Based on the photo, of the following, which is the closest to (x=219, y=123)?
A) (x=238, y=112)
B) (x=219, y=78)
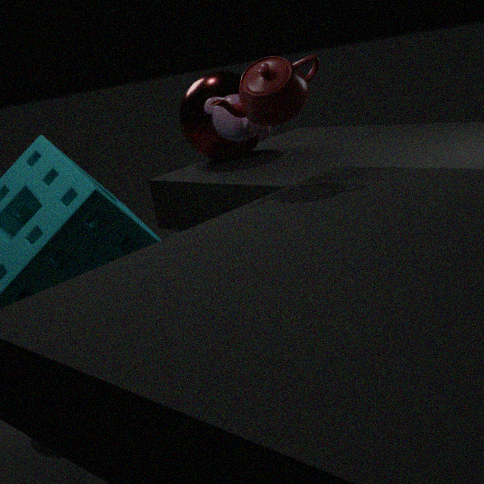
(x=238, y=112)
